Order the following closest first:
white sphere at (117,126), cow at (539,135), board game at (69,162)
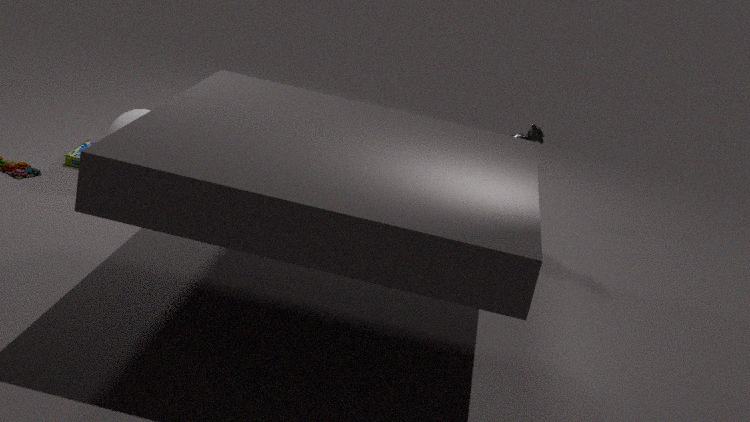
white sphere at (117,126), board game at (69,162), cow at (539,135)
